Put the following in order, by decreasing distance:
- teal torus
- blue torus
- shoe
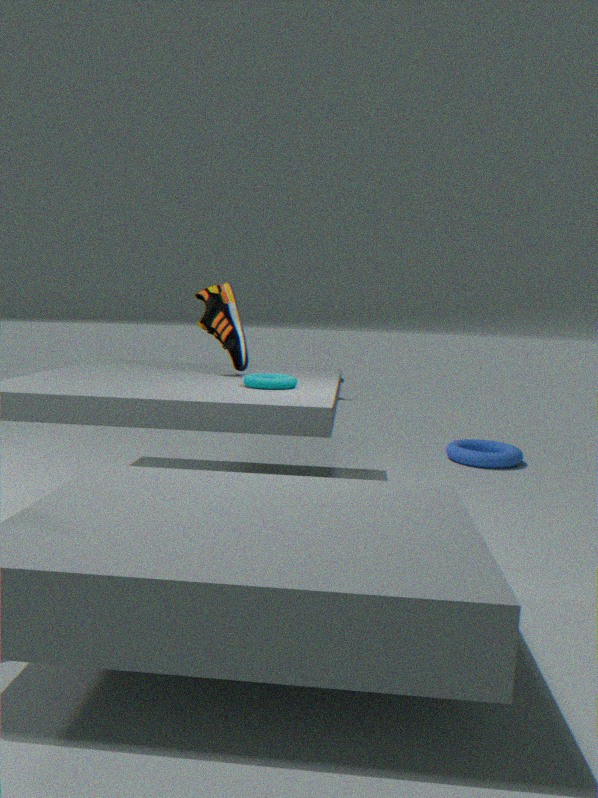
blue torus
shoe
teal torus
